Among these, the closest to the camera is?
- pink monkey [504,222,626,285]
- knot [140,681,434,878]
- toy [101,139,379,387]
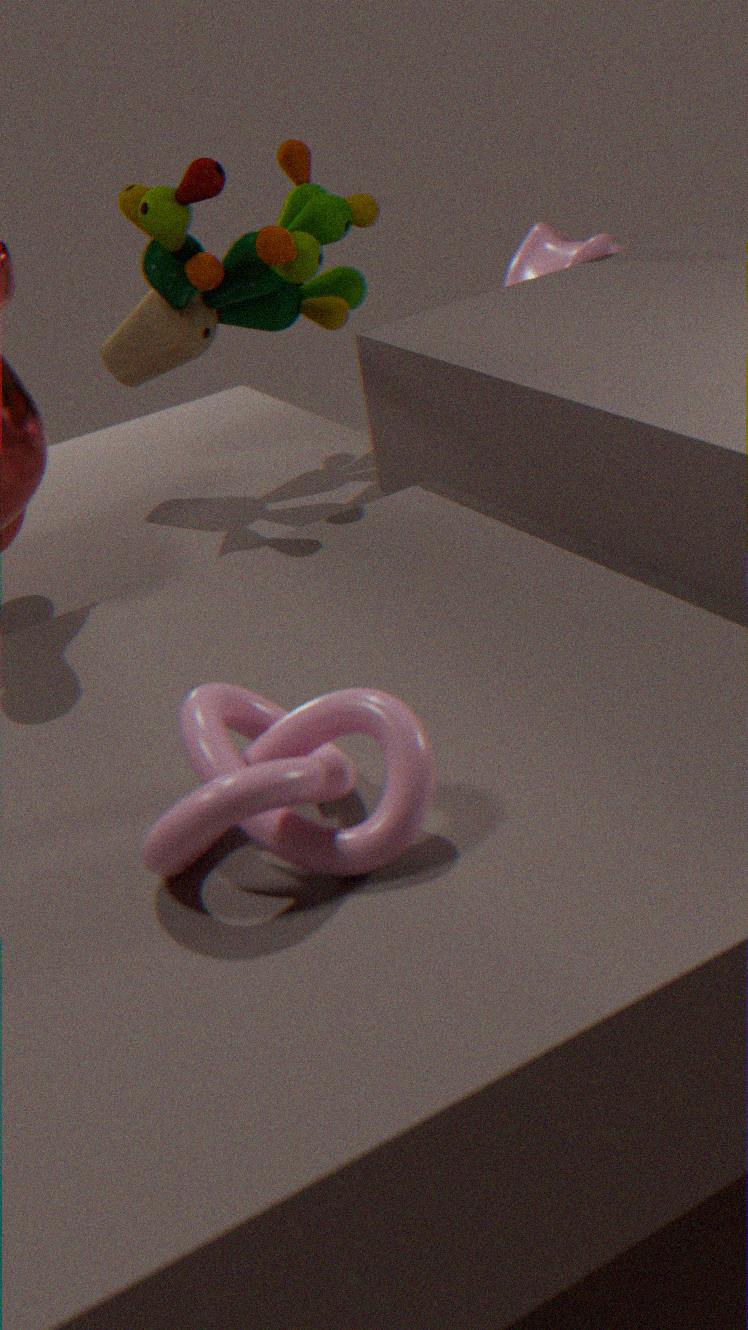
knot [140,681,434,878]
